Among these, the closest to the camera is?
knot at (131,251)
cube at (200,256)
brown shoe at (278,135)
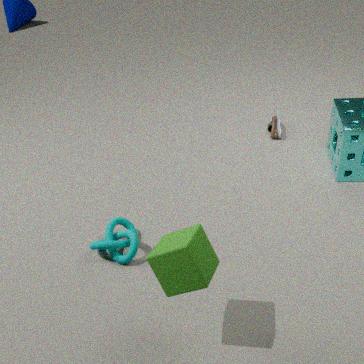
cube at (200,256)
